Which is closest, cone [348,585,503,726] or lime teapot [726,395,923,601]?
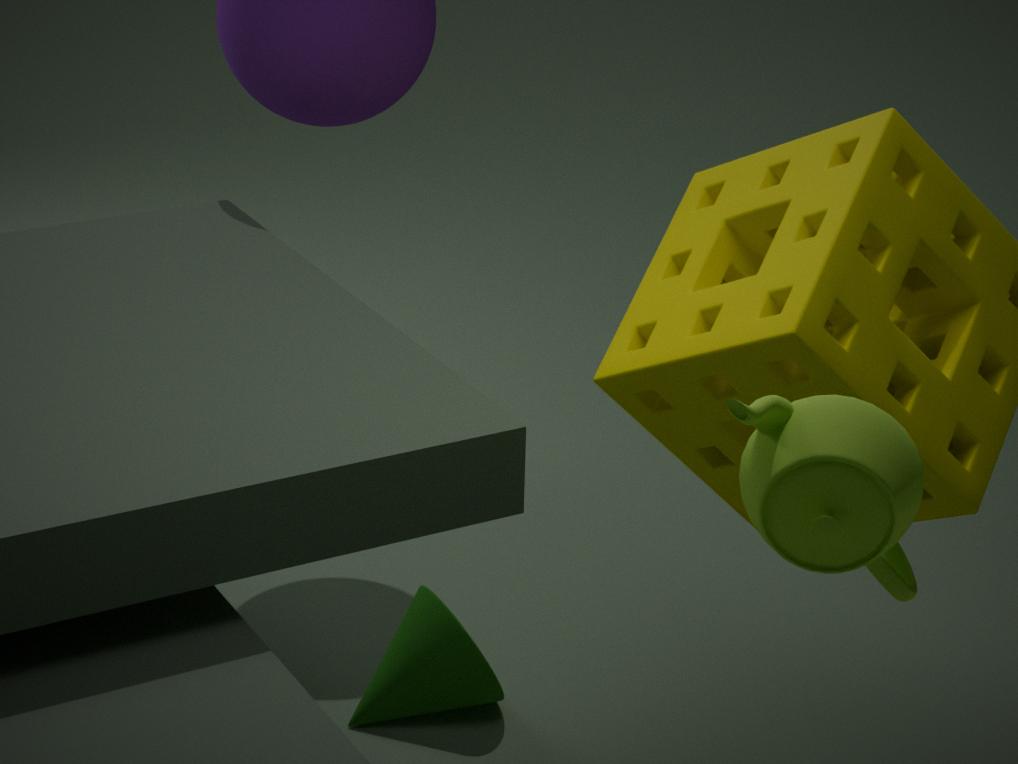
lime teapot [726,395,923,601]
